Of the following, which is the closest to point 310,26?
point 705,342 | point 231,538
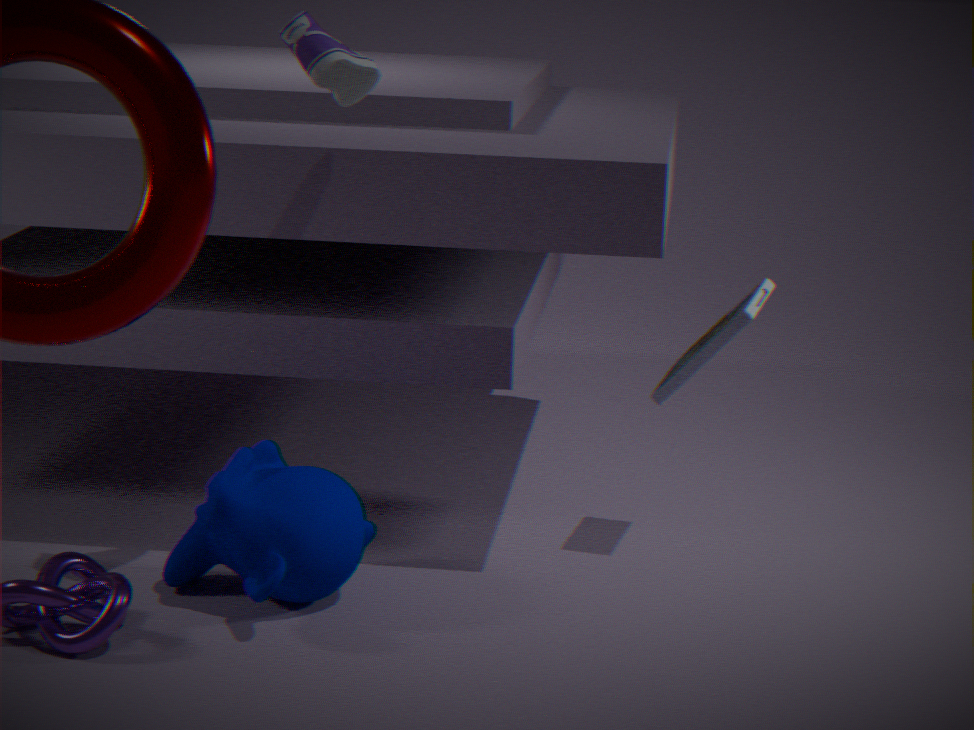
point 231,538
